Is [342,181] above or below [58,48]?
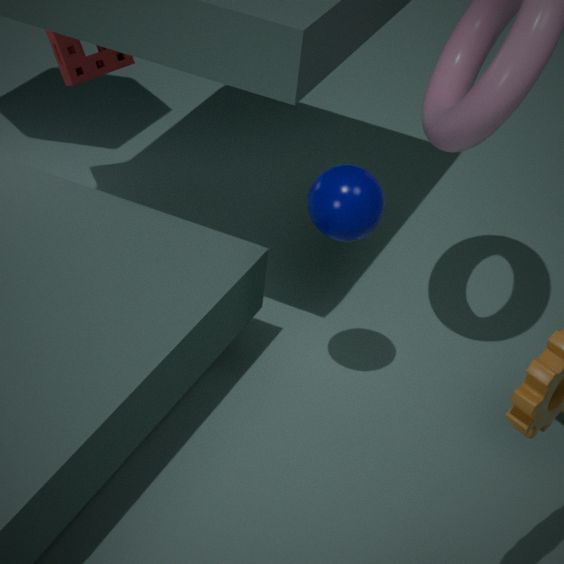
above
